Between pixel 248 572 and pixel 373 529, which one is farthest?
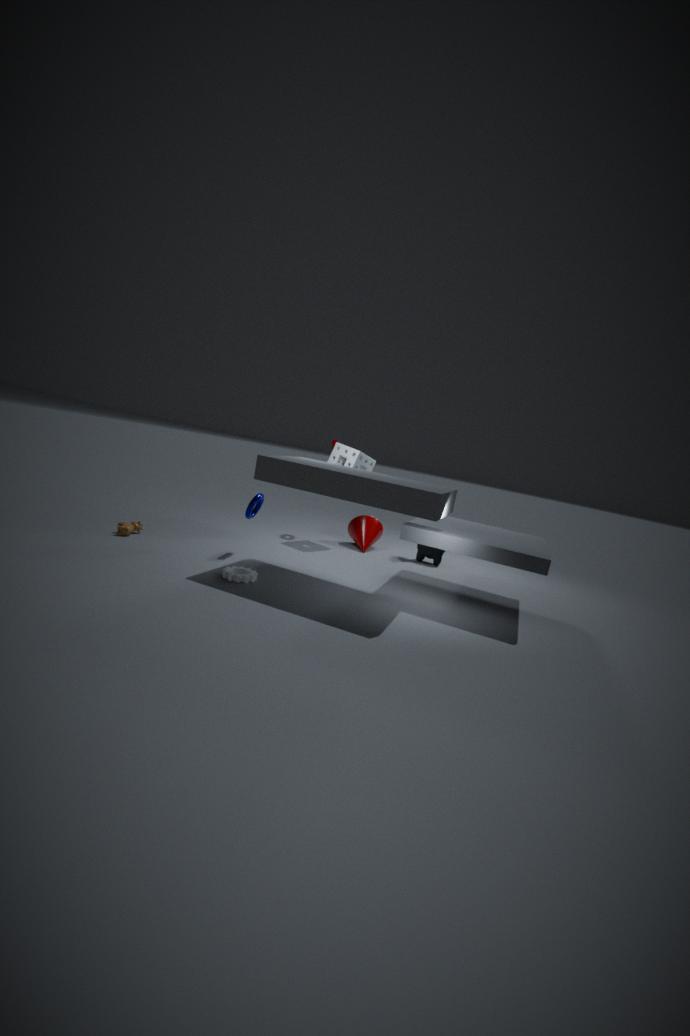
pixel 373 529
